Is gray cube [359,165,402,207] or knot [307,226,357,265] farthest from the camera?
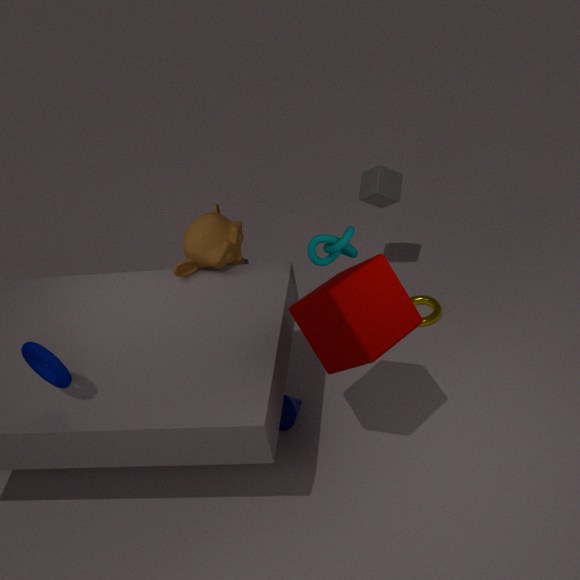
gray cube [359,165,402,207]
